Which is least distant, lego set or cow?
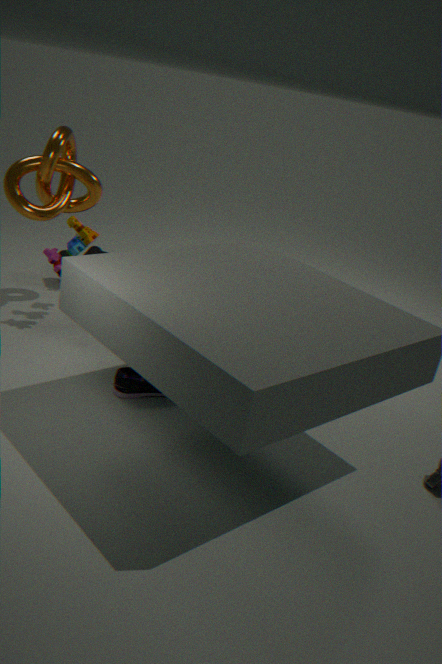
lego set
